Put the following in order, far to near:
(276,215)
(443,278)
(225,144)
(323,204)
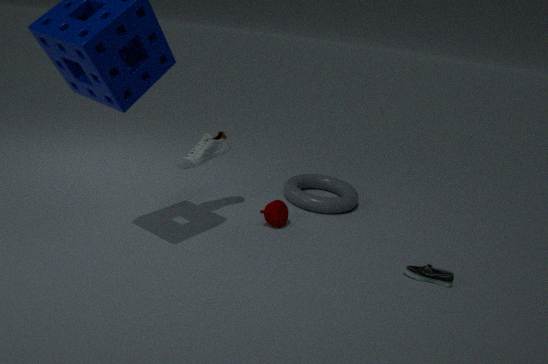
(323,204) → (225,144) → (276,215) → (443,278)
